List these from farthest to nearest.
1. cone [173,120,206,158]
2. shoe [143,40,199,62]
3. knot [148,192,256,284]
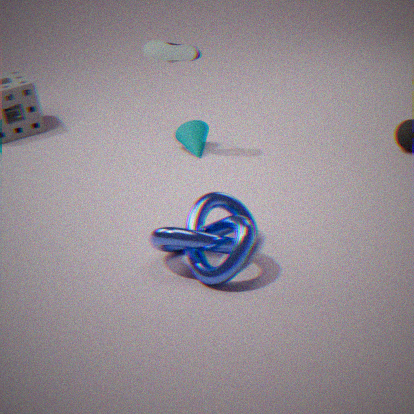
cone [173,120,206,158] → shoe [143,40,199,62] → knot [148,192,256,284]
